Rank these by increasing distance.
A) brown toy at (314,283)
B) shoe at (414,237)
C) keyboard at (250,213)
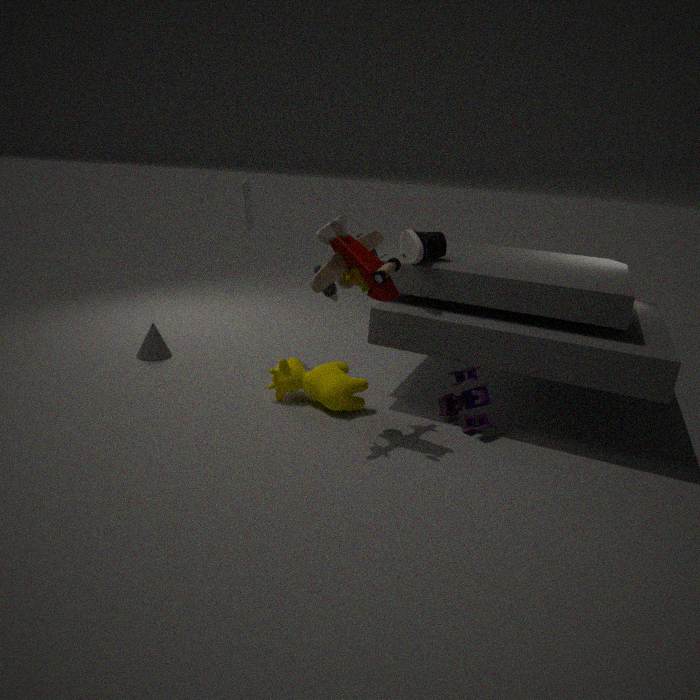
brown toy at (314,283) < shoe at (414,237) < keyboard at (250,213)
